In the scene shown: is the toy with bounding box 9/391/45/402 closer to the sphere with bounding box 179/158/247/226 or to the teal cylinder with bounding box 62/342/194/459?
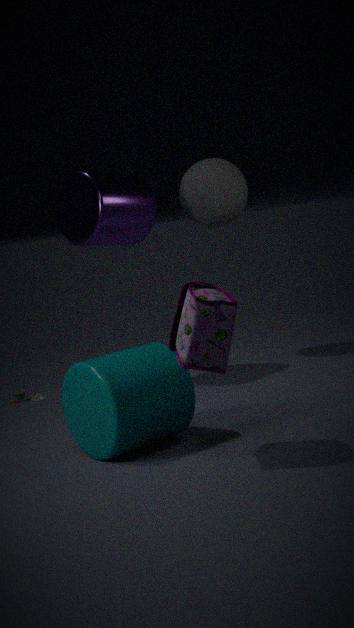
the teal cylinder with bounding box 62/342/194/459
